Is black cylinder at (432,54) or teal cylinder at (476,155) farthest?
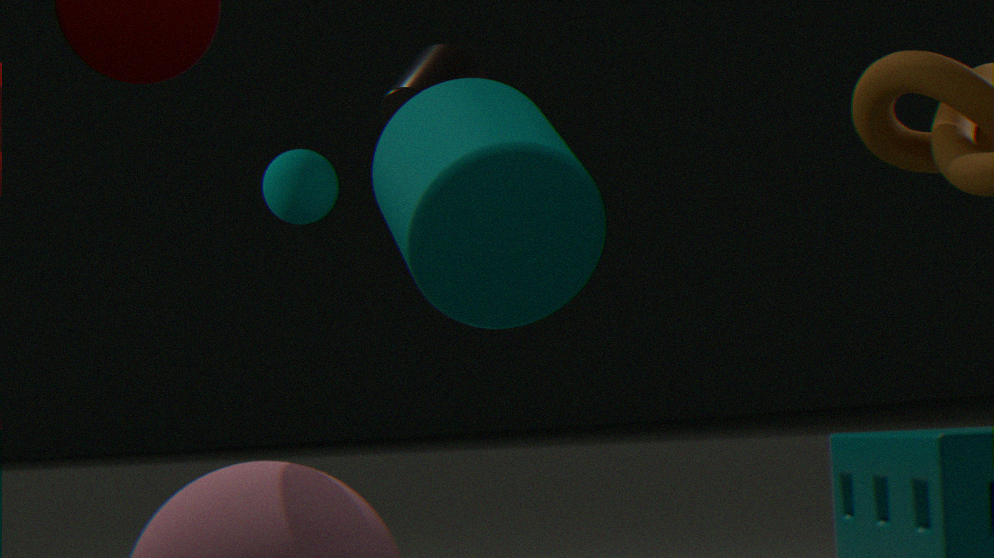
black cylinder at (432,54)
